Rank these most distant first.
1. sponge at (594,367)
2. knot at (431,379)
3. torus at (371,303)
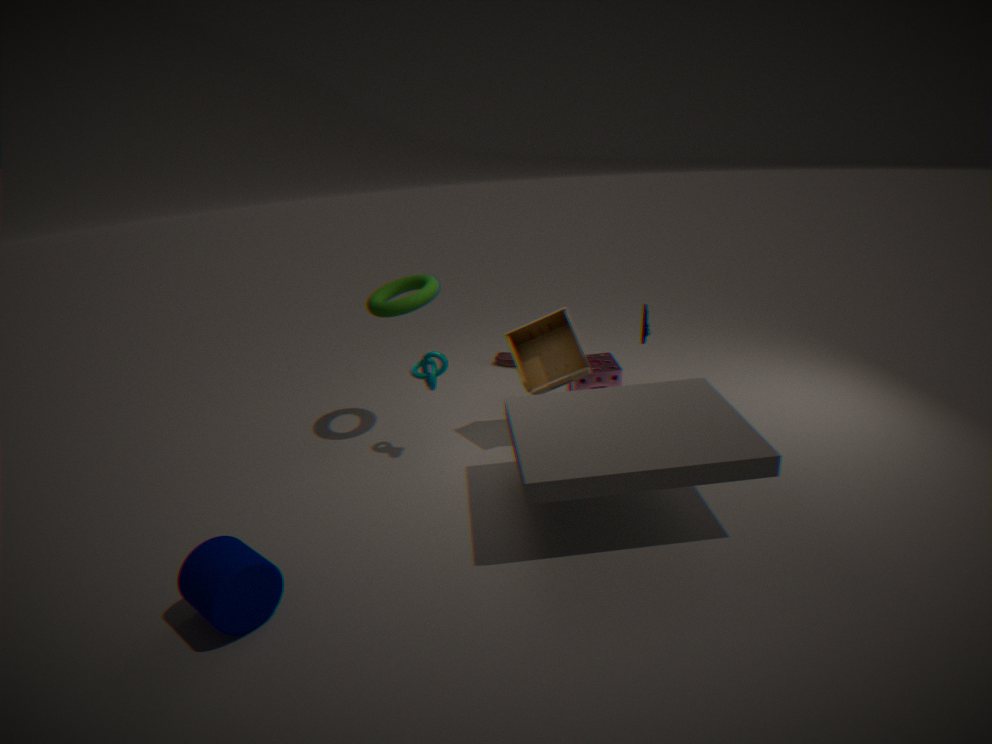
sponge at (594,367) → torus at (371,303) → knot at (431,379)
